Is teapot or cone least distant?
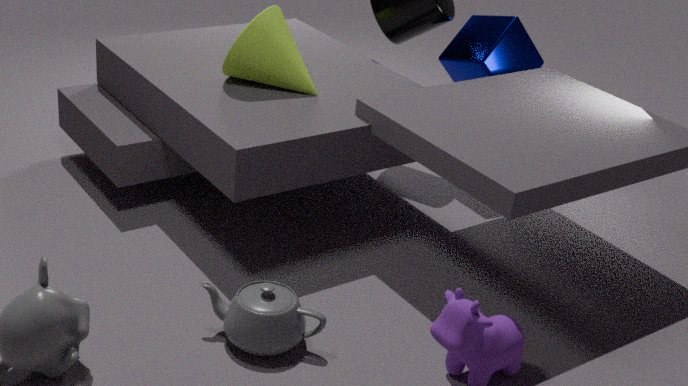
teapot
